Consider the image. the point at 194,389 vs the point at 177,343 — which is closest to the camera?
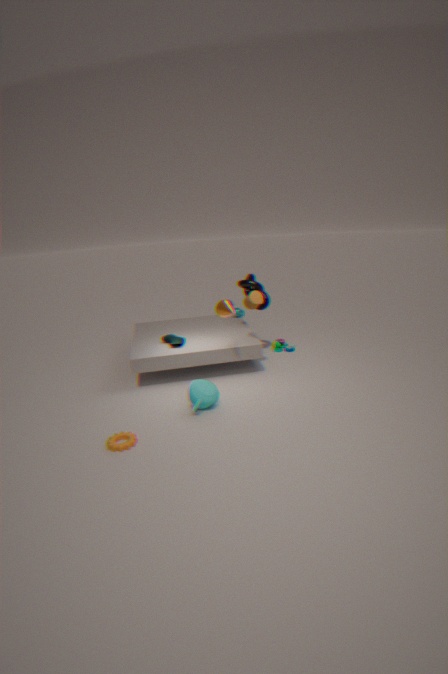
the point at 194,389
